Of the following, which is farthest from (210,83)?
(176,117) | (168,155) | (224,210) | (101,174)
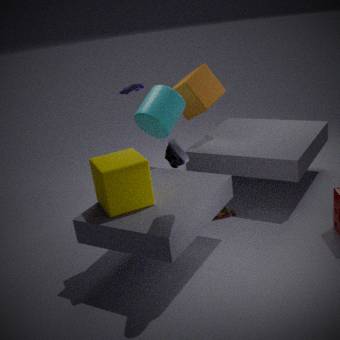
(168,155)
